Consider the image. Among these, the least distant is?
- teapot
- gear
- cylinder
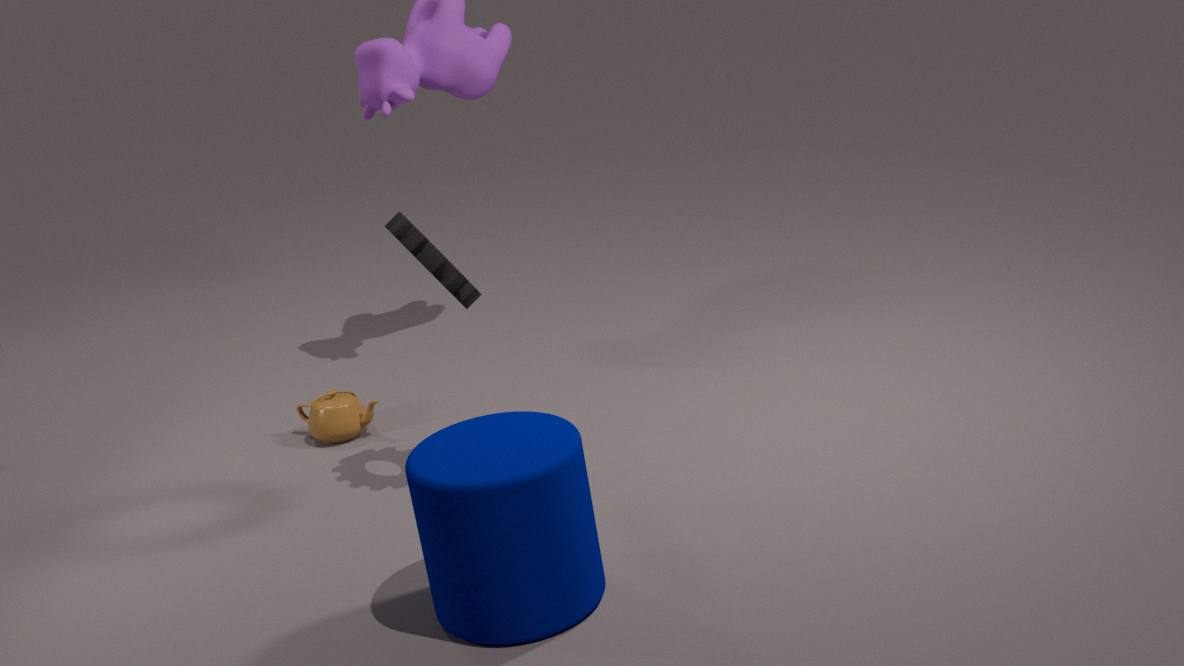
cylinder
